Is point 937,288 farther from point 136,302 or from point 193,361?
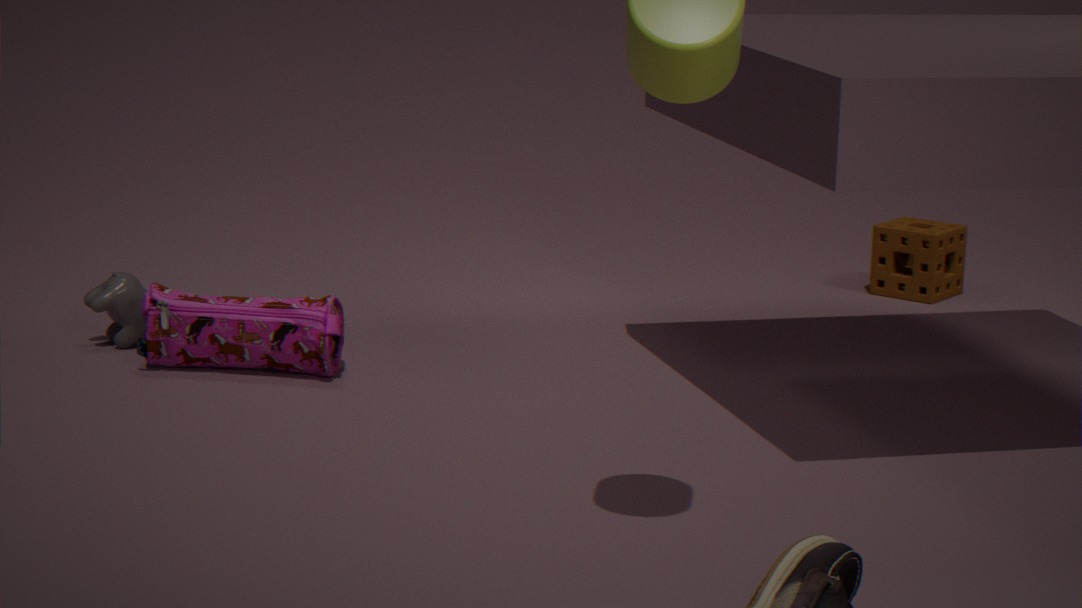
point 136,302
